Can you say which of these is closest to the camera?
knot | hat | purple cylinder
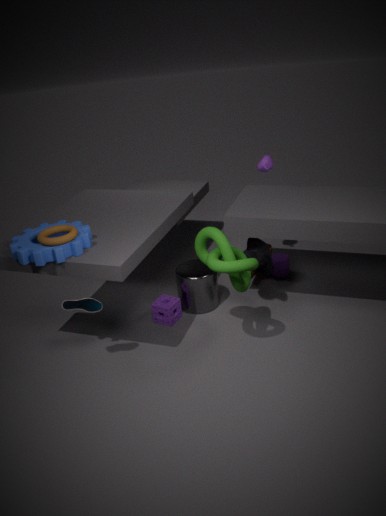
knot
